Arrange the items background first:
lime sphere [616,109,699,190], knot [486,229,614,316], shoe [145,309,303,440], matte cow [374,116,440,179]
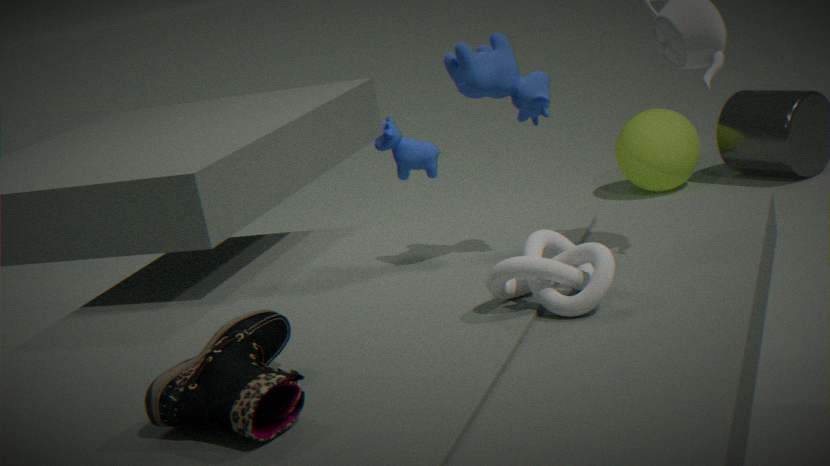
lime sphere [616,109,699,190], matte cow [374,116,440,179], knot [486,229,614,316], shoe [145,309,303,440]
